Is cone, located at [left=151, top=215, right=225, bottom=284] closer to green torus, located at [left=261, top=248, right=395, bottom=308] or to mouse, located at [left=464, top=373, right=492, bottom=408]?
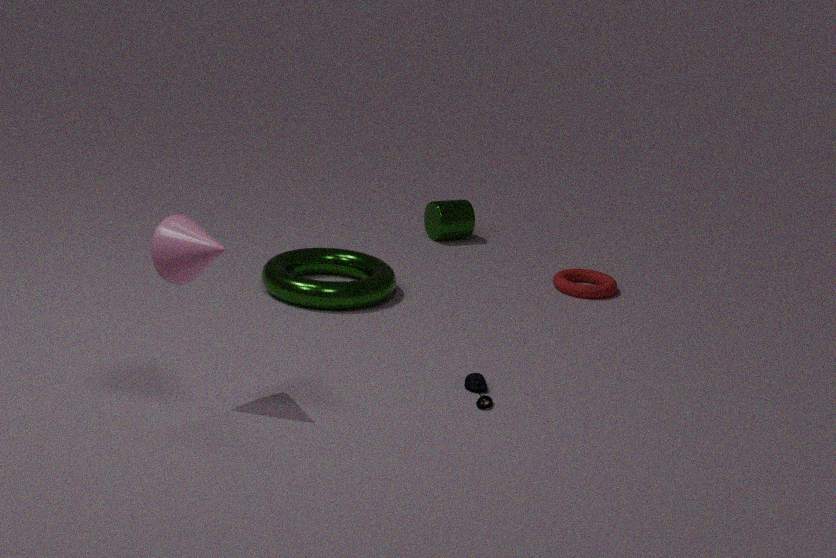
green torus, located at [left=261, top=248, right=395, bottom=308]
